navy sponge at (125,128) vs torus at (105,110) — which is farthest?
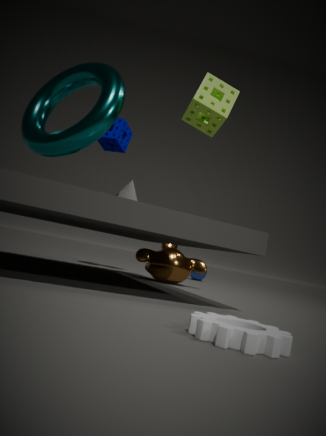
navy sponge at (125,128)
